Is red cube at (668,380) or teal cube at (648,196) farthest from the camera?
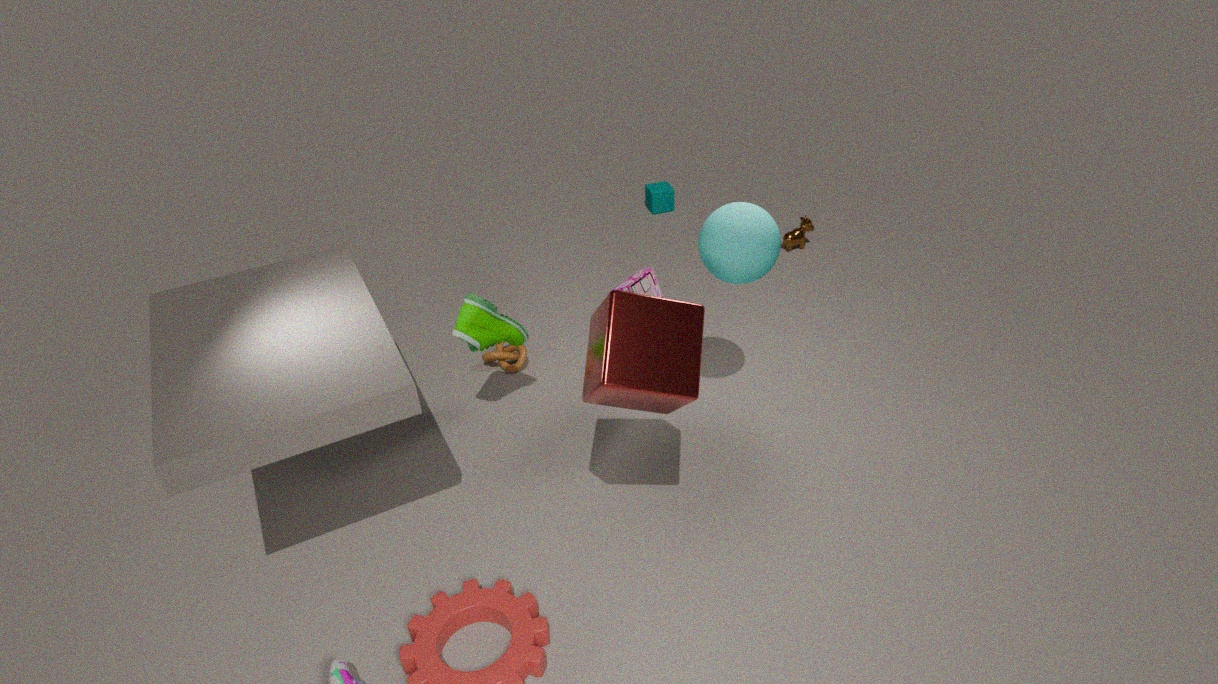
teal cube at (648,196)
